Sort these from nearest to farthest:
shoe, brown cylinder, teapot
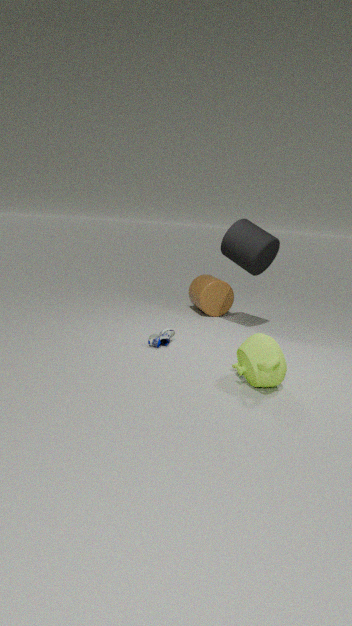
teapot, shoe, brown cylinder
